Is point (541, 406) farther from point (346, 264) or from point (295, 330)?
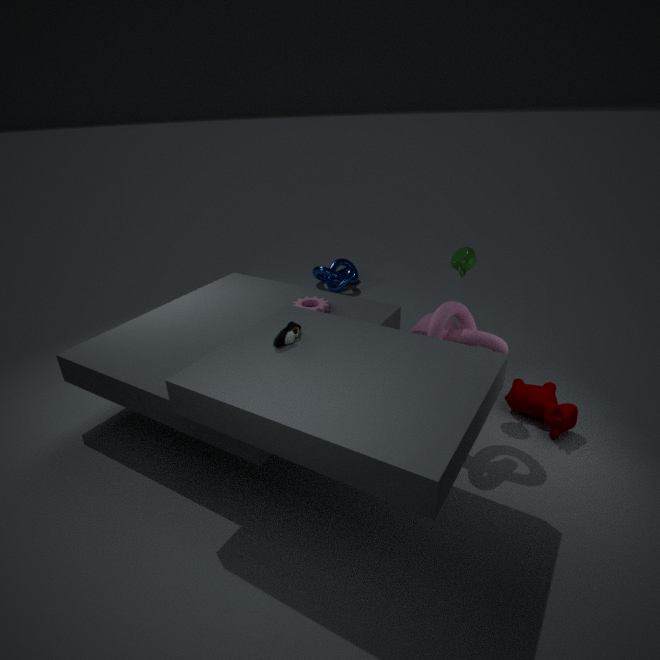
point (346, 264)
